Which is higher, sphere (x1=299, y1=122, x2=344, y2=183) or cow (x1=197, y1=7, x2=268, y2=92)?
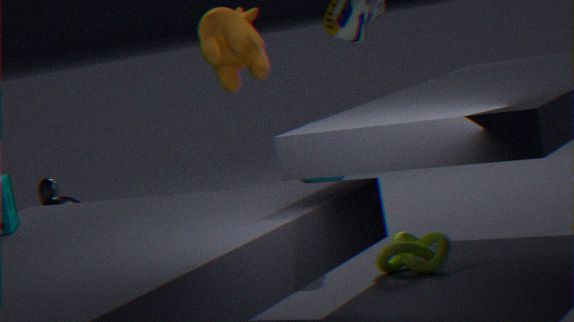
cow (x1=197, y1=7, x2=268, y2=92)
